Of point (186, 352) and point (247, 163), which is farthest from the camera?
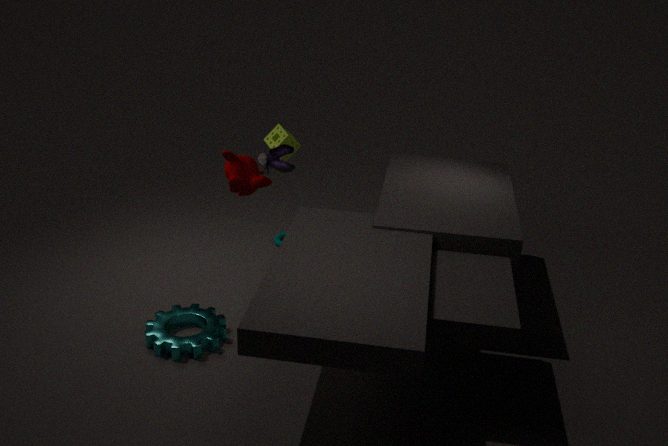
point (247, 163)
